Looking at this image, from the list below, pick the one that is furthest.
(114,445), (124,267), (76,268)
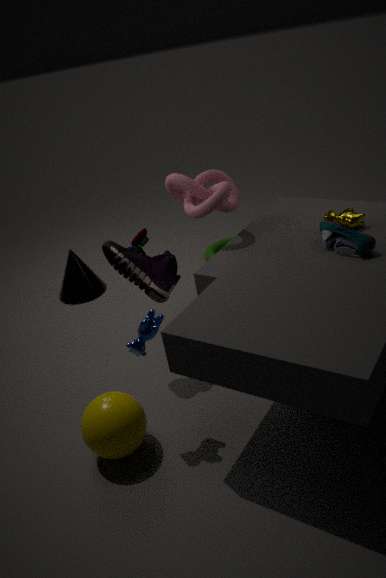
(76,268)
